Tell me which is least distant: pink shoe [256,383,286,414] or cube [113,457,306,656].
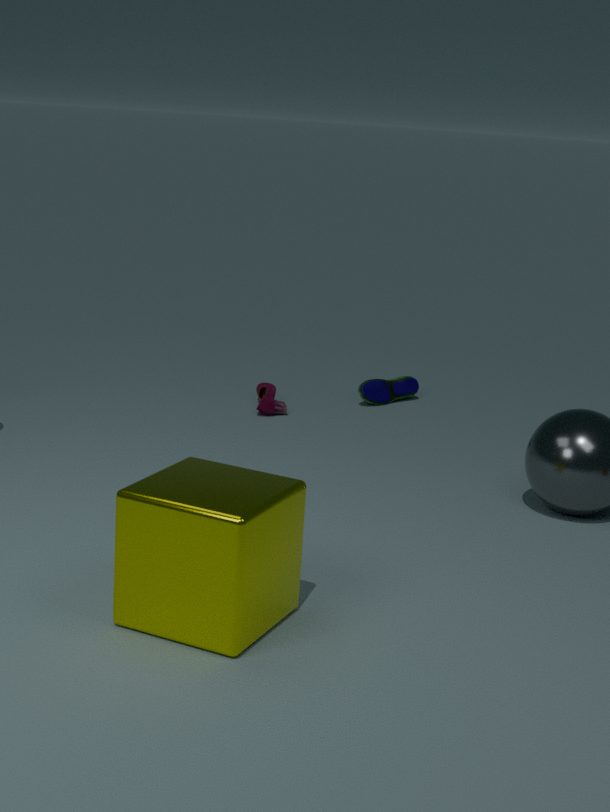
cube [113,457,306,656]
